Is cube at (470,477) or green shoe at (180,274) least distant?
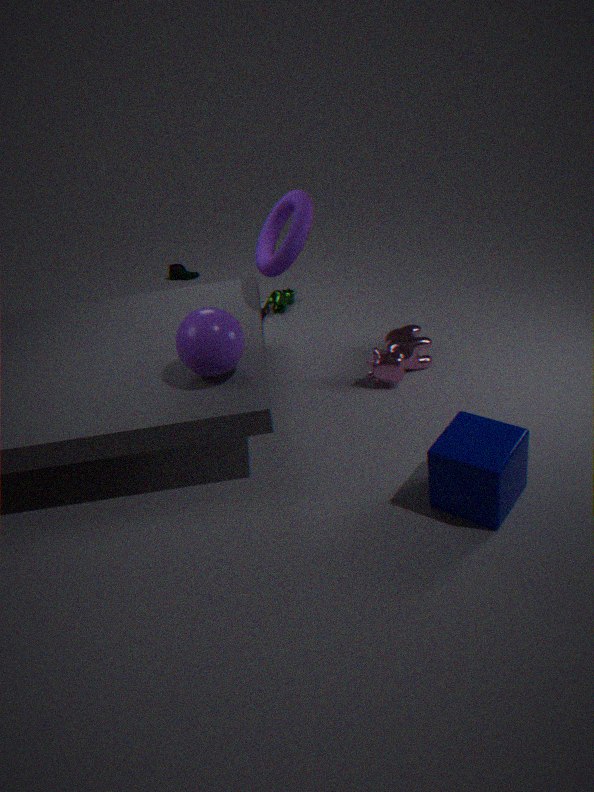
cube at (470,477)
